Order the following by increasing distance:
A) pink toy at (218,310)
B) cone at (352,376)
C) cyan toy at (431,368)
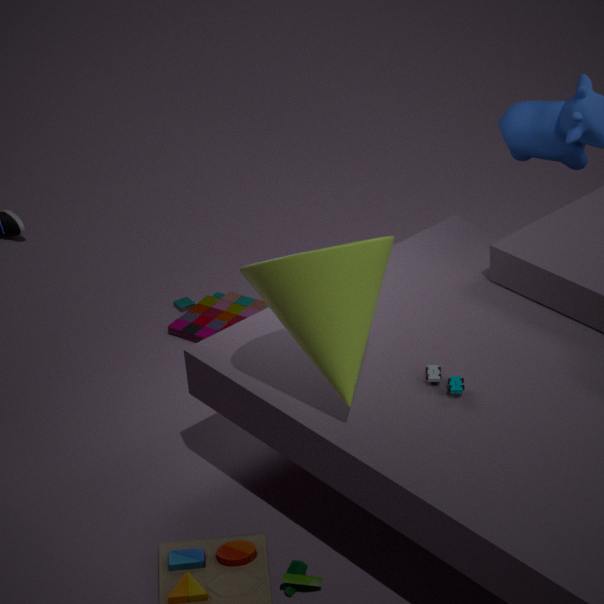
1. cone at (352,376)
2. cyan toy at (431,368)
3. pink toy at (218,310)
